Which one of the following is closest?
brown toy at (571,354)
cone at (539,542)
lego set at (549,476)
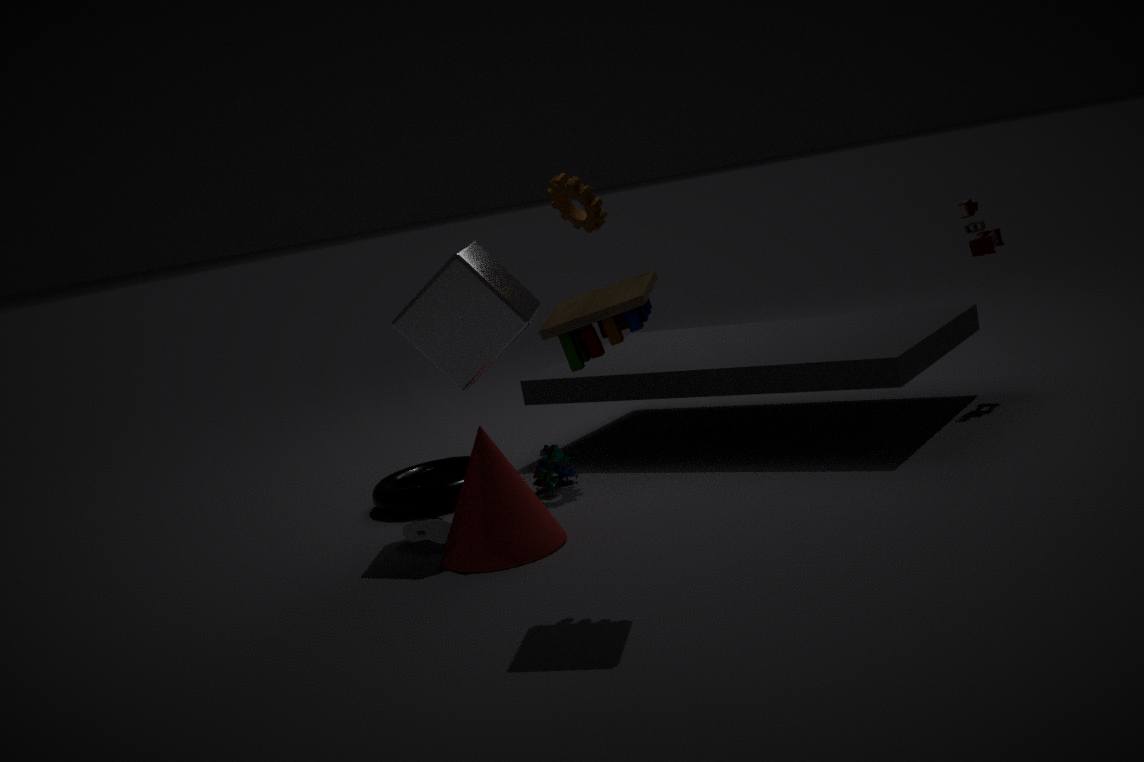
brown toy at (571,354)
